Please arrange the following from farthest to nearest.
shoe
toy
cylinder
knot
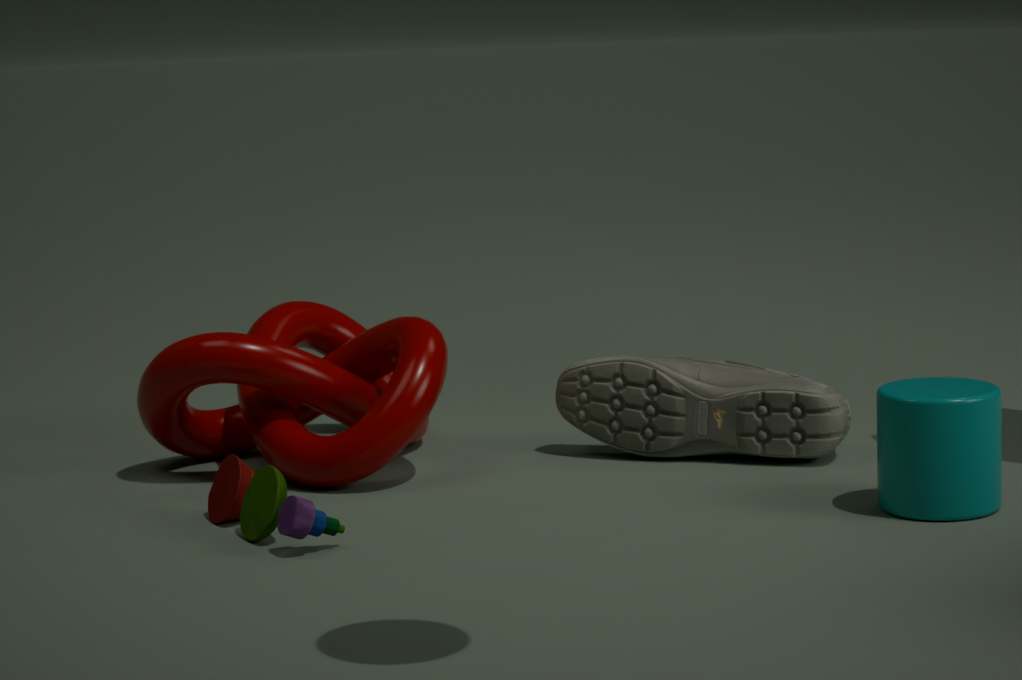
shoe
knot
cylinder
toy
